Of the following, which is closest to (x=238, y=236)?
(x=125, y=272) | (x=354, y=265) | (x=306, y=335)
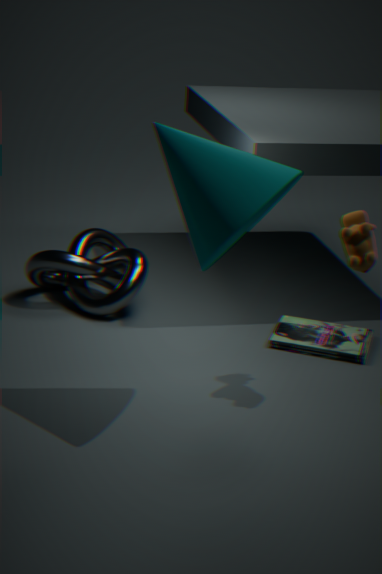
(x=354, y=265)
